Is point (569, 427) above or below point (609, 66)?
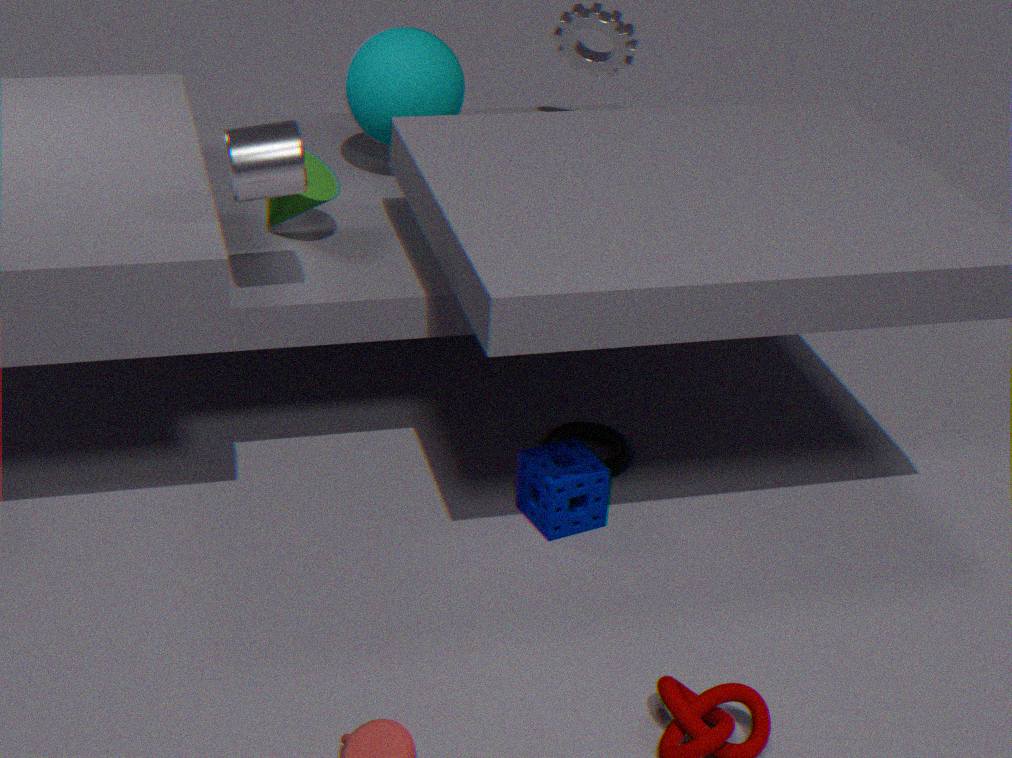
below
